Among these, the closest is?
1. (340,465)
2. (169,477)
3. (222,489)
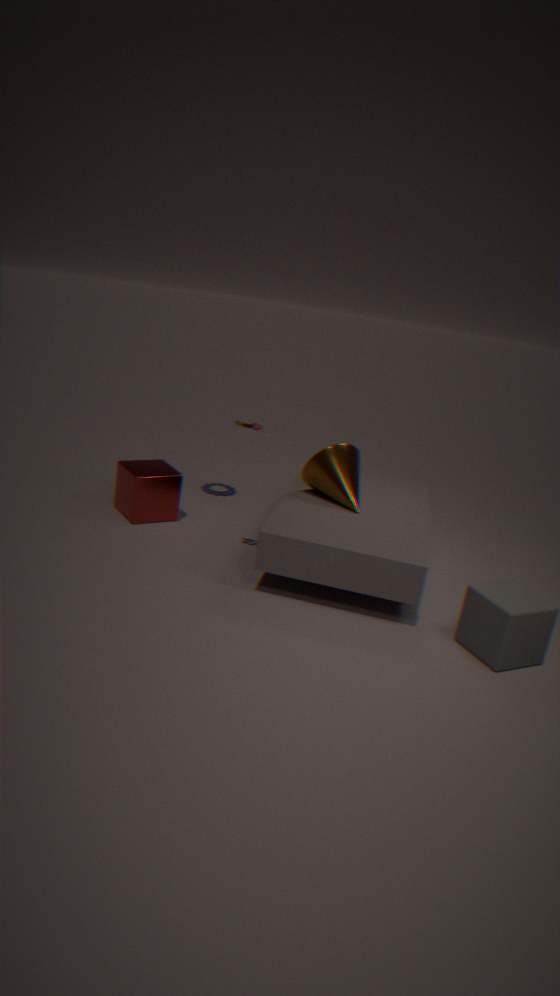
(340,465)
